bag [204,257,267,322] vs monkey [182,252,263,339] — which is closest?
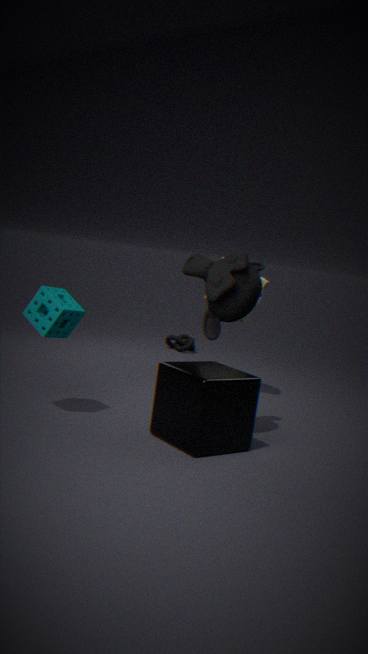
monkey [182,252,263,339]
